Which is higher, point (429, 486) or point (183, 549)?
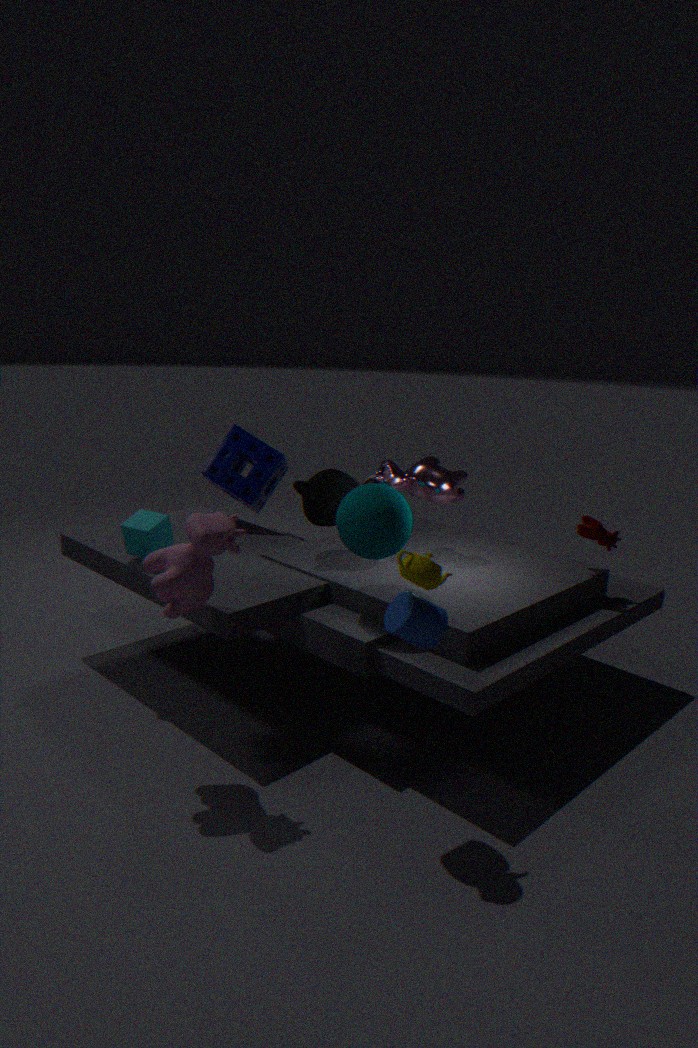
point (429, 486)
